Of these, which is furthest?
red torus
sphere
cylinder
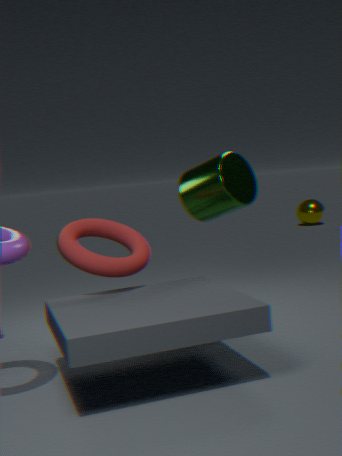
sphere
